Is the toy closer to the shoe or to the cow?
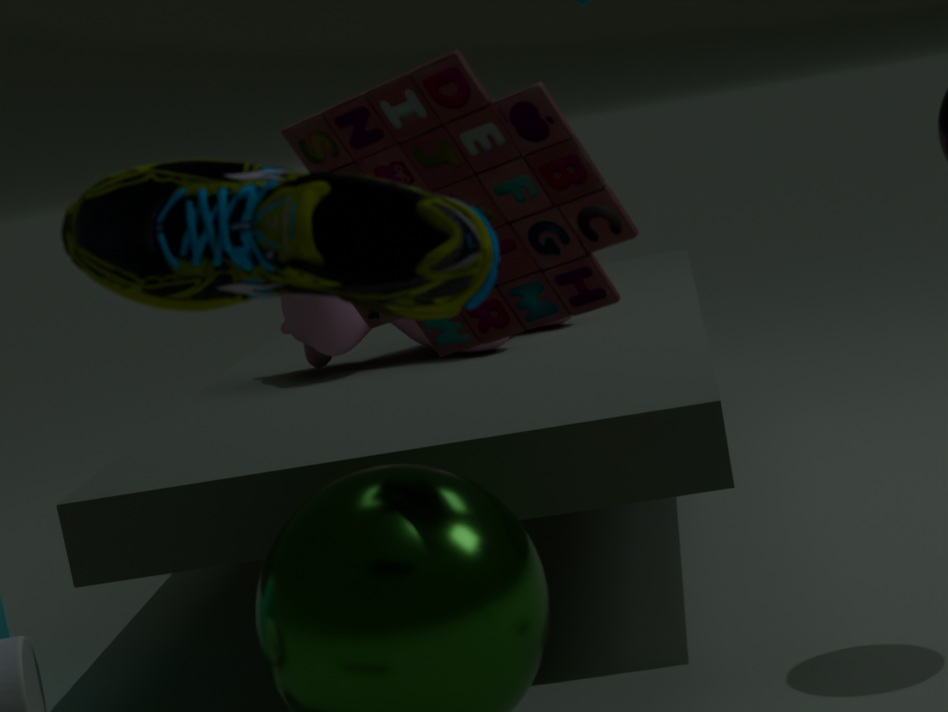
the shoe
